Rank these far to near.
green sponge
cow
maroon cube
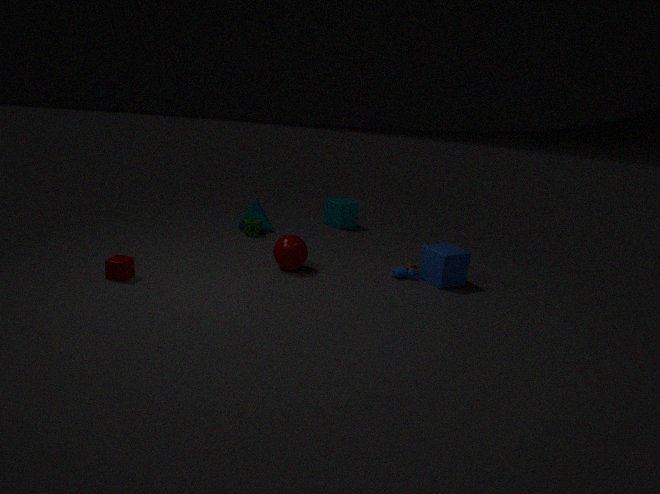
green sponge
cow
maroon cube
